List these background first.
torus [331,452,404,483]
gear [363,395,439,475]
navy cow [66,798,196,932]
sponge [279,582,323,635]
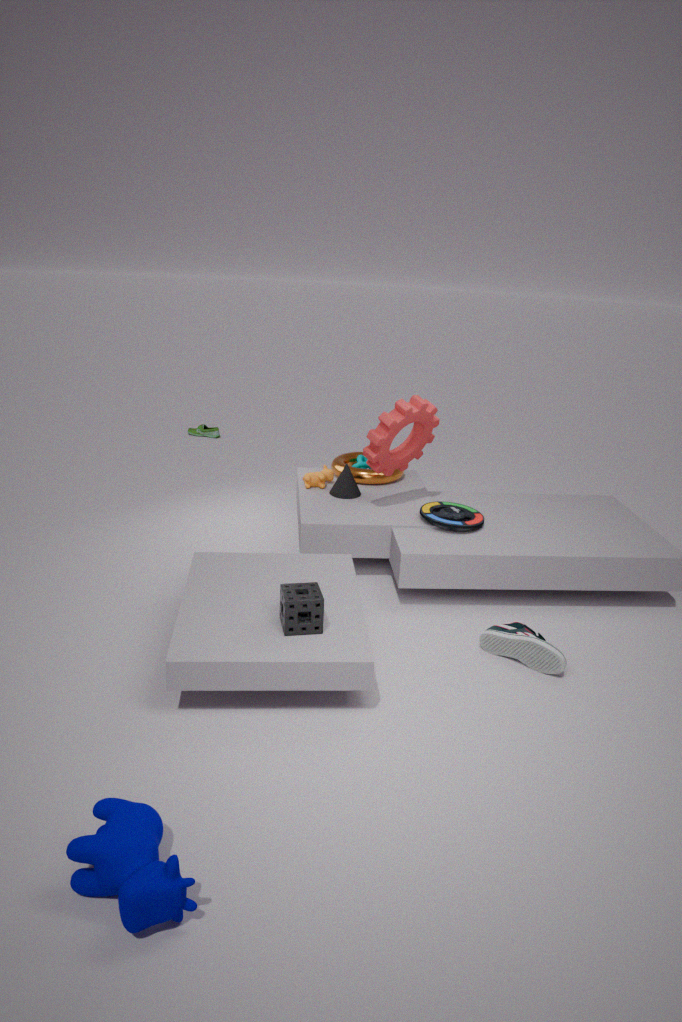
torus [331,452,404,483] < gear [363,395,439,475] < sponge [279,582,323,635] < navy cow [66,798,196,932]
